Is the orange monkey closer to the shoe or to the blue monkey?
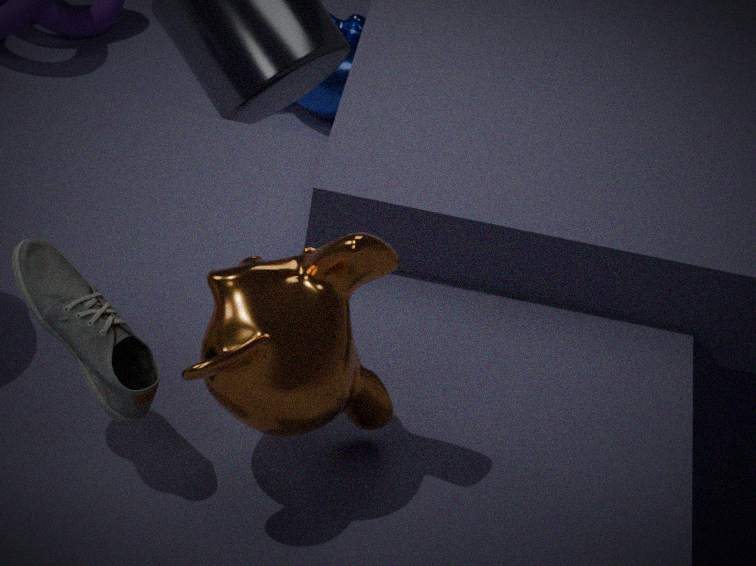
the shoe
